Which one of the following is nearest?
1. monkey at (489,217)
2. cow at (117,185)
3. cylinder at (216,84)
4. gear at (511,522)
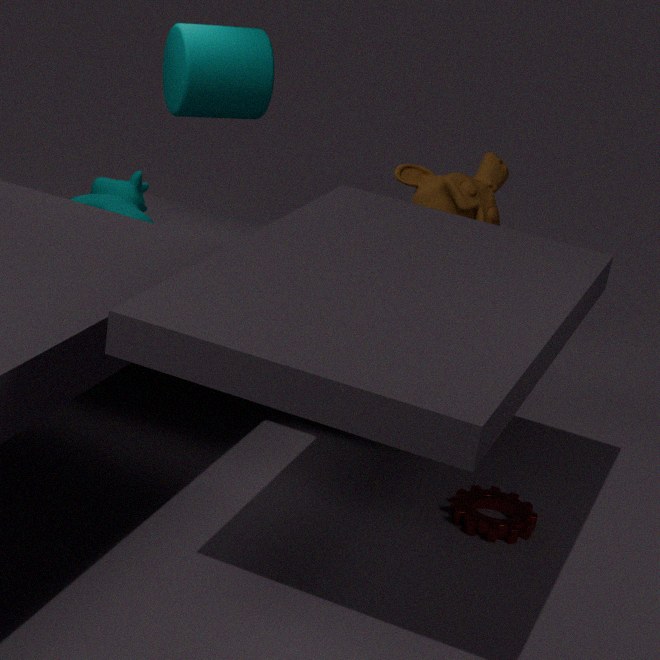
gear at (511,522)
